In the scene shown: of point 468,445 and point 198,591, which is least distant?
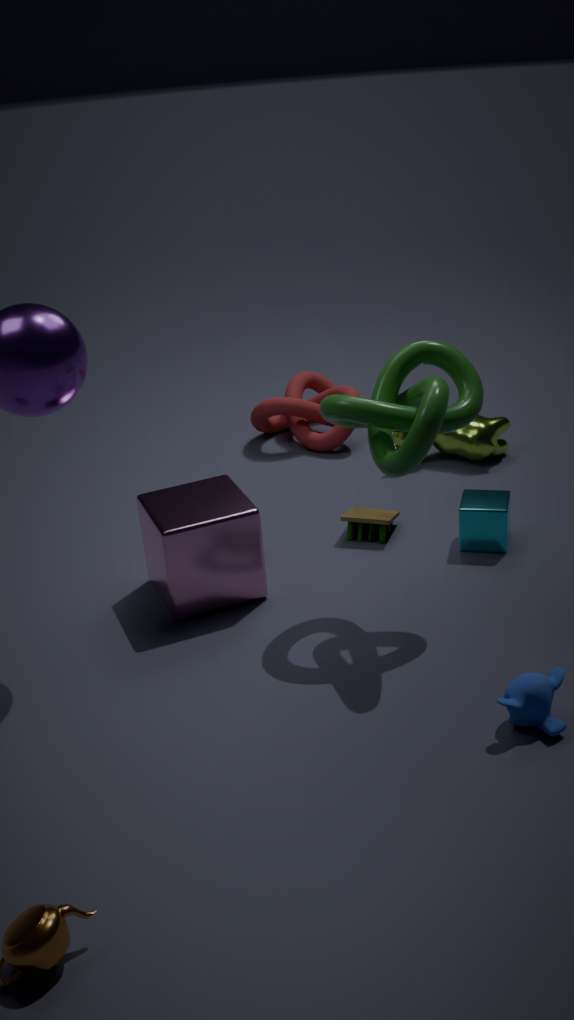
point 198,591
